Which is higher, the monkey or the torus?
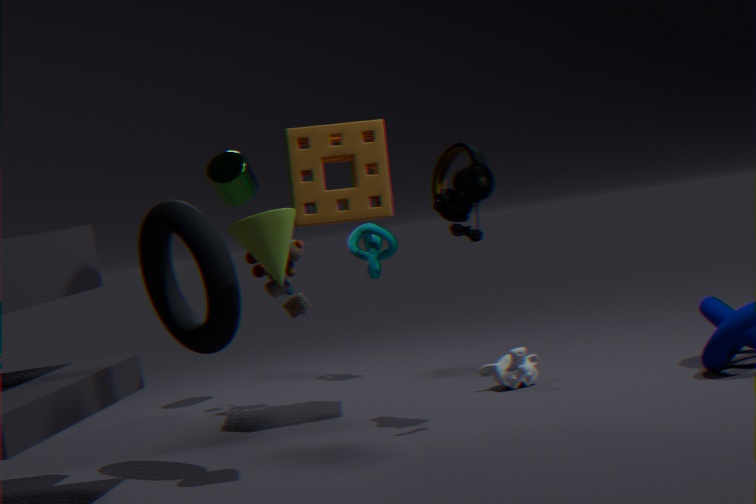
the torus
